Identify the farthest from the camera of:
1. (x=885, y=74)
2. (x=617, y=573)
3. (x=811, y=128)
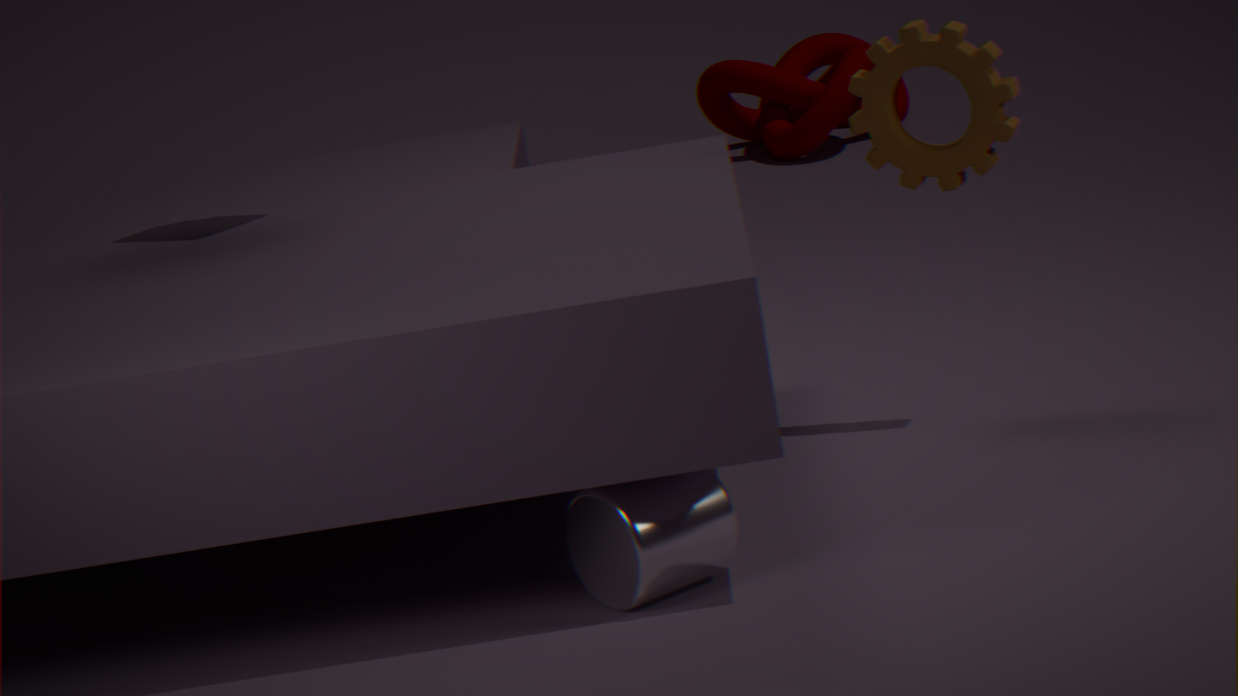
(x=811, y=128)
